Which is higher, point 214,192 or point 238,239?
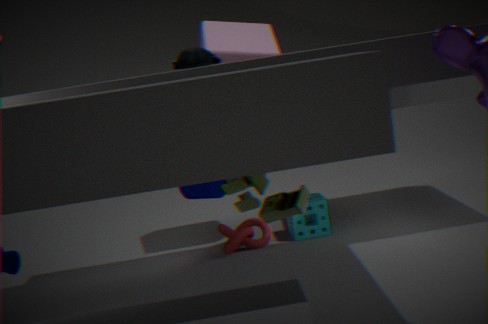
point 214,192
